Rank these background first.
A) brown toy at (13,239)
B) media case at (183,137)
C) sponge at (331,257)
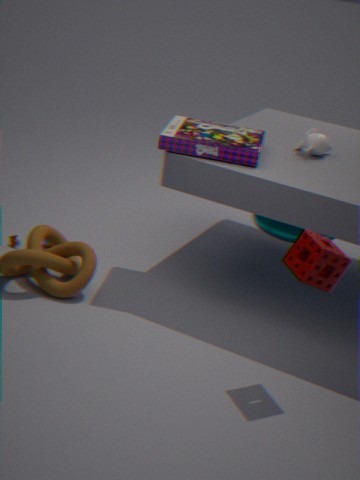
1. brown toy at (13,239)
2. media case at (183,137)
3. sponge at (331,257)
